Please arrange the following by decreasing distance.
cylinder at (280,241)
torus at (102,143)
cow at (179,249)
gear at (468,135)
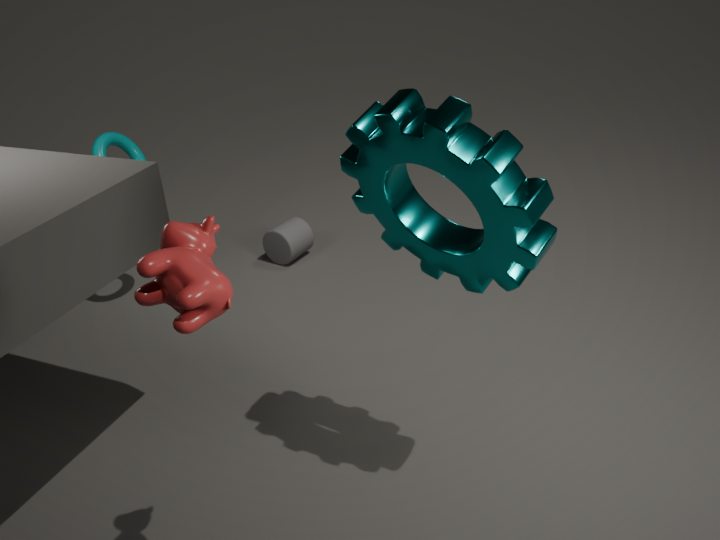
cylinder at (280,241) → torus at (102,143) → gear at (468,135) → cow at (179,249)
